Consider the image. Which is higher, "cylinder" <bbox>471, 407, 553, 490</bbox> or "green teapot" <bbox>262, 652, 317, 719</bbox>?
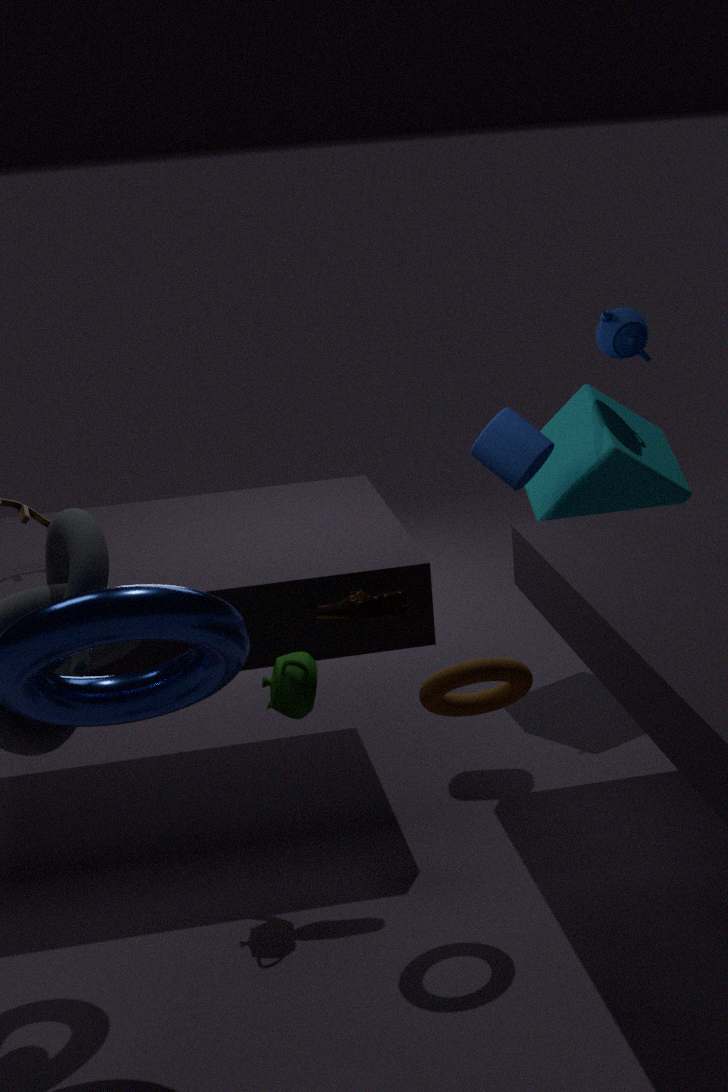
"cylinder" <bbox>471, 407, 553, 490</bbox>
